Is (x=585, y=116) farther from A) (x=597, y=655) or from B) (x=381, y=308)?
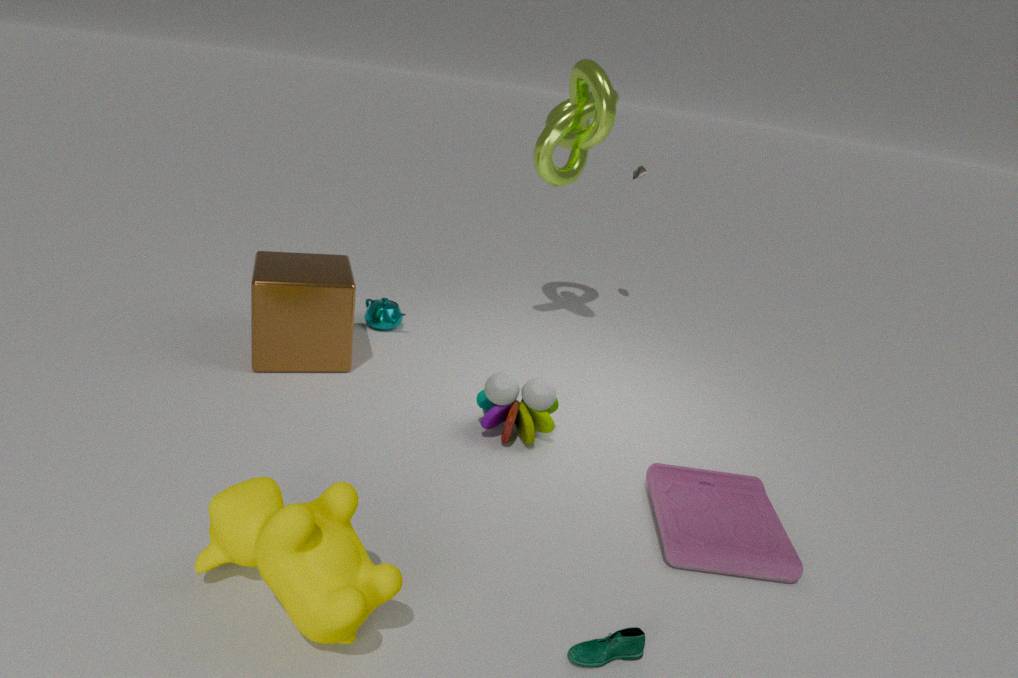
A) (x=597, y=655)
